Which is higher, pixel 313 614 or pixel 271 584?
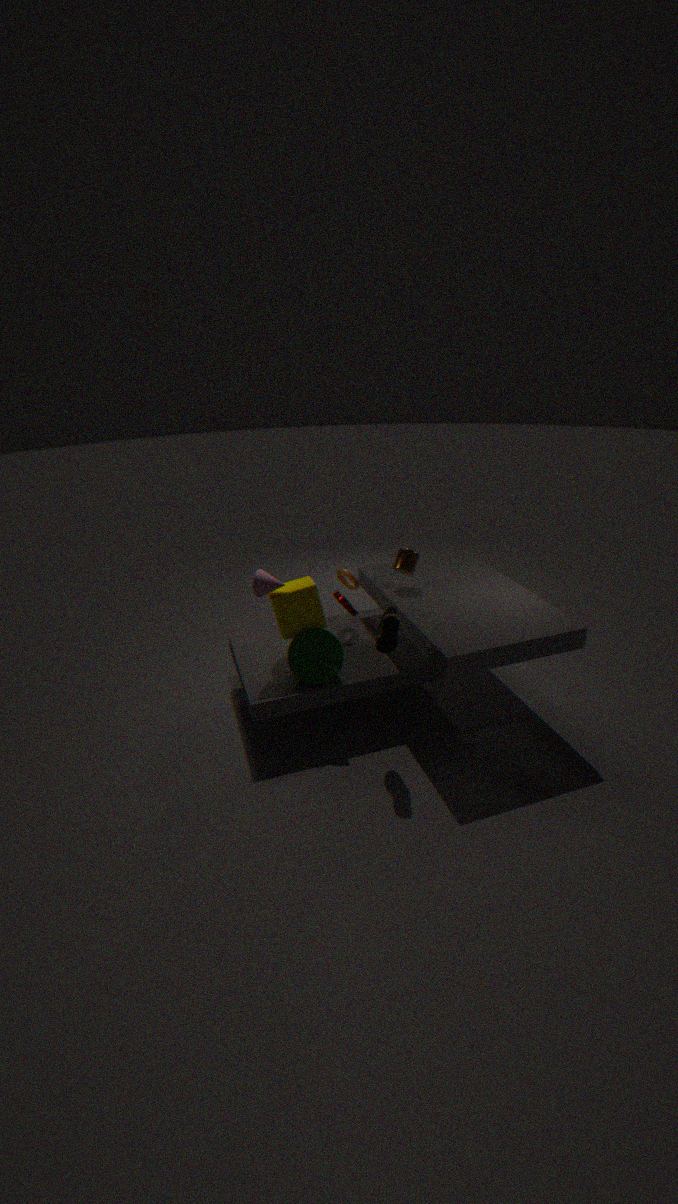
pixel 271 584
